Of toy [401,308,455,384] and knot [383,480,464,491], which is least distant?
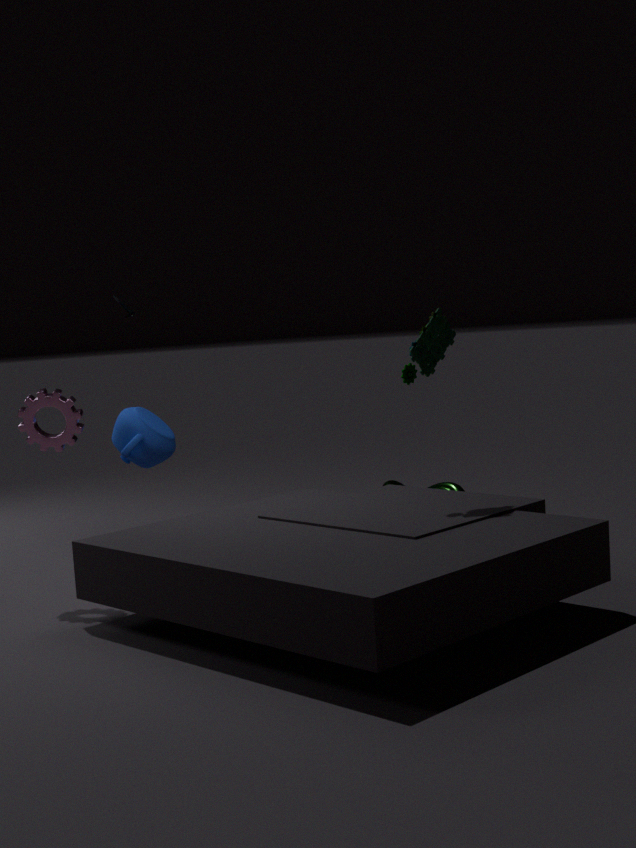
toy [401,308,455,384]
